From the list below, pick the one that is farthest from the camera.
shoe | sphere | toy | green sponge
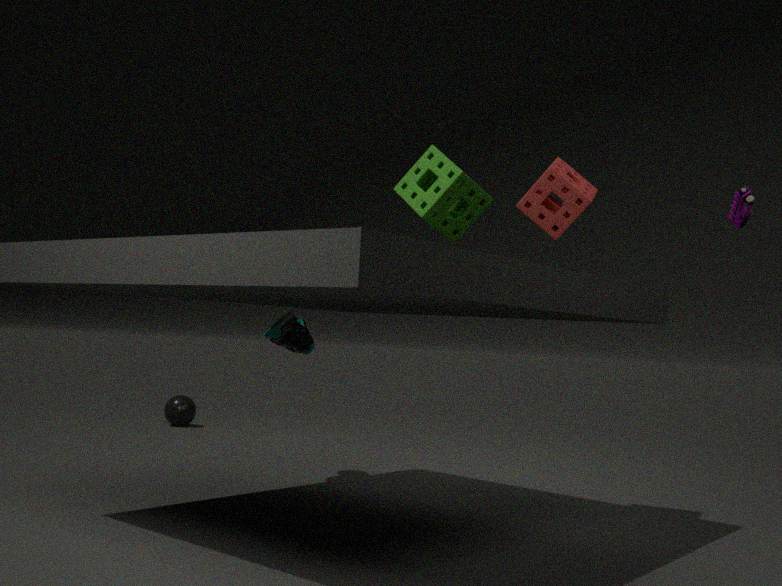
sphere
